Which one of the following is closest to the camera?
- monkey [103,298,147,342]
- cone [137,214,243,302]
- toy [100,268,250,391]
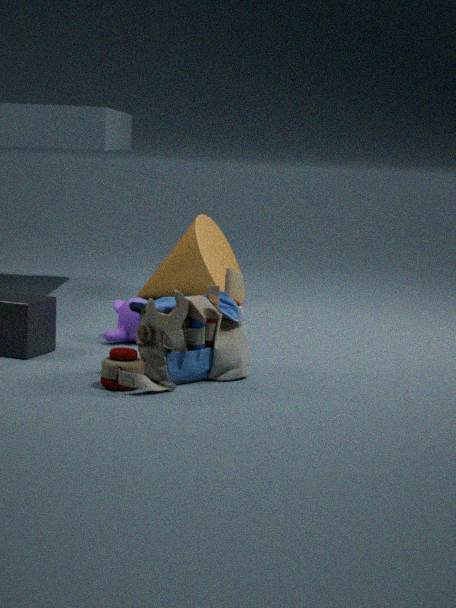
toy [100,268,250,391]
